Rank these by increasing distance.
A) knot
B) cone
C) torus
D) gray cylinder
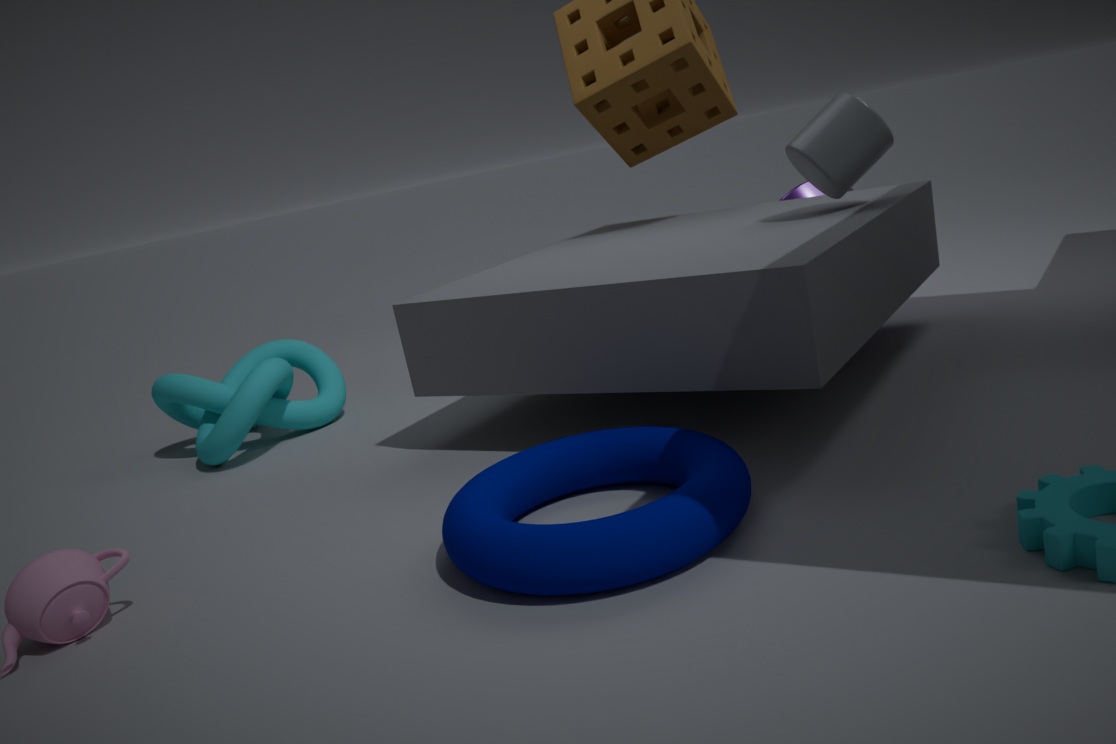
torus, gray cylinder, knot, cone
